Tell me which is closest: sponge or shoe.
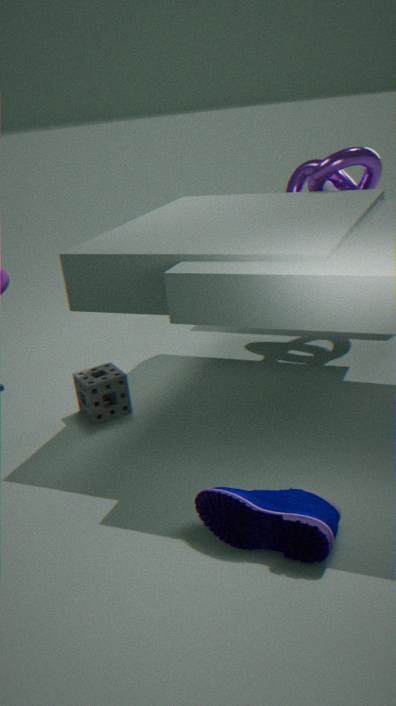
shoe
